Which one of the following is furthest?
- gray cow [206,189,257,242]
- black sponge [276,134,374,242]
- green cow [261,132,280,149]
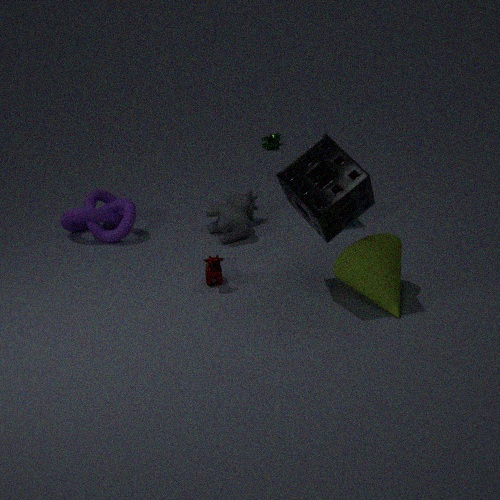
green cow [261,132,280,149]
